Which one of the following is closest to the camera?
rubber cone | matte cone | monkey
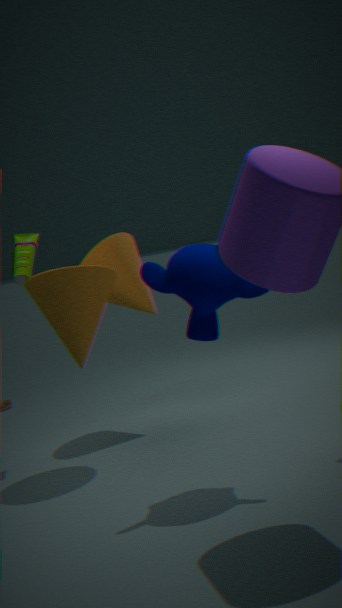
monkey
